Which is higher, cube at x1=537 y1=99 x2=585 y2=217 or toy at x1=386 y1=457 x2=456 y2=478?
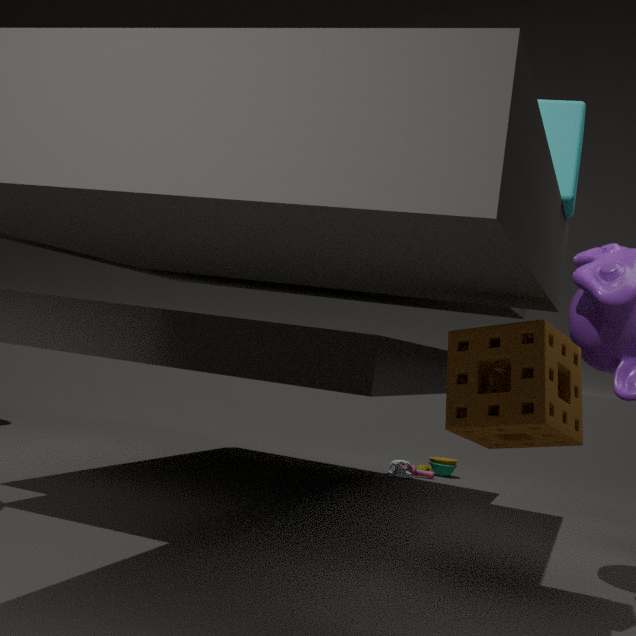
cube at x1=537 y1=99 x2=585 y2=217
